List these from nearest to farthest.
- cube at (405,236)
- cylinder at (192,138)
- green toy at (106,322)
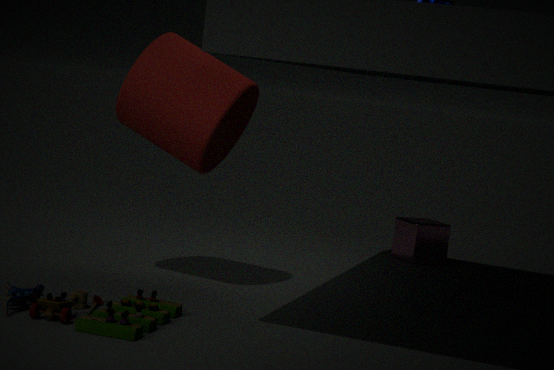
green toy at (106,322) → cylinder at (192,138) → cube at (405,236)
